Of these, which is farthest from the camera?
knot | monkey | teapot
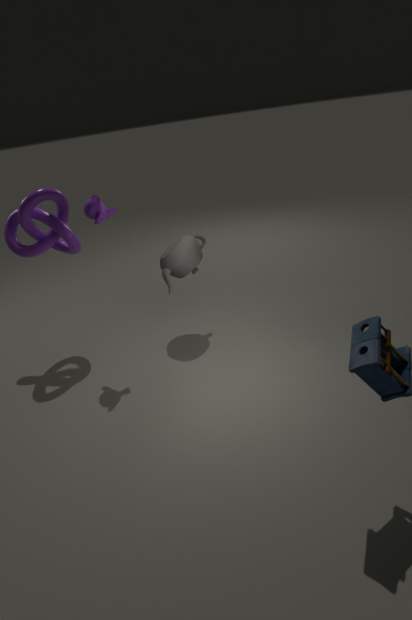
teapot
